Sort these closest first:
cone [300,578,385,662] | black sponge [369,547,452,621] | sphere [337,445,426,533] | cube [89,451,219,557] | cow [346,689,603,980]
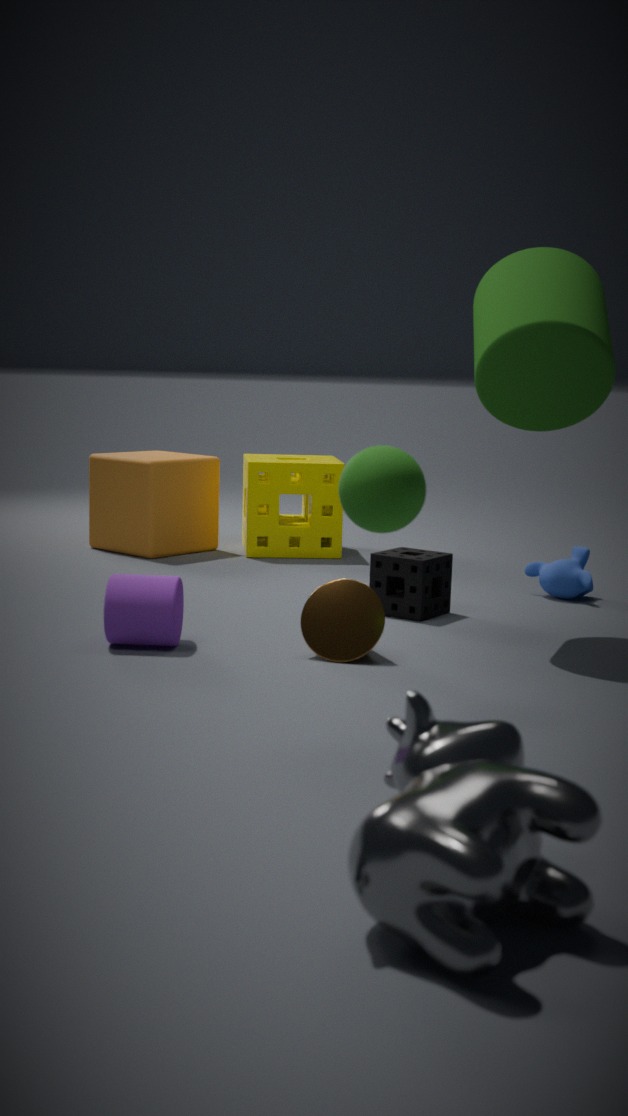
cow [346,689,603,980], sphere [337,445,426,533], cone [300,578,385,662], black sponge [369,547,452,621], cube [89,451,219,557]
